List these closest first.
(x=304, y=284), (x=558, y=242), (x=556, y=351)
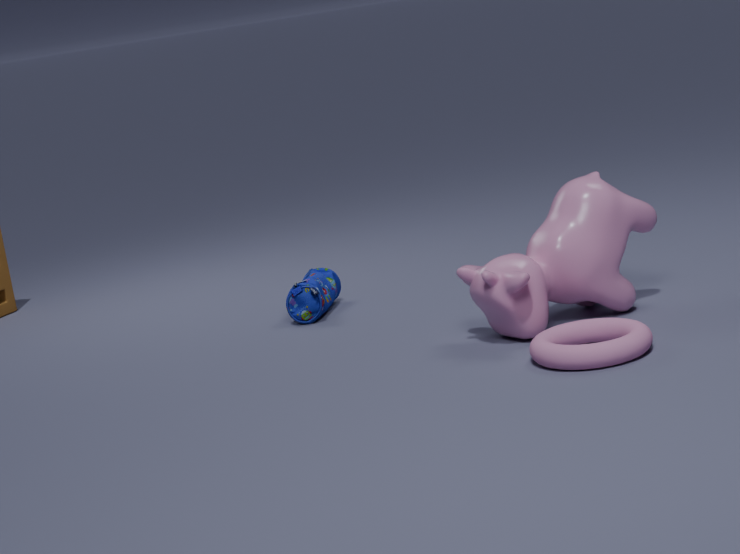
1. (x=556, y=351)
2. (x=558, y=242)
3. (x=304, y=284)
